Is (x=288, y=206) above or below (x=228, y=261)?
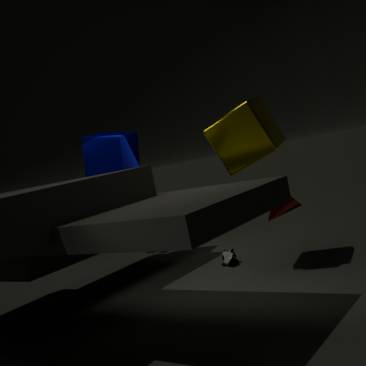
above
